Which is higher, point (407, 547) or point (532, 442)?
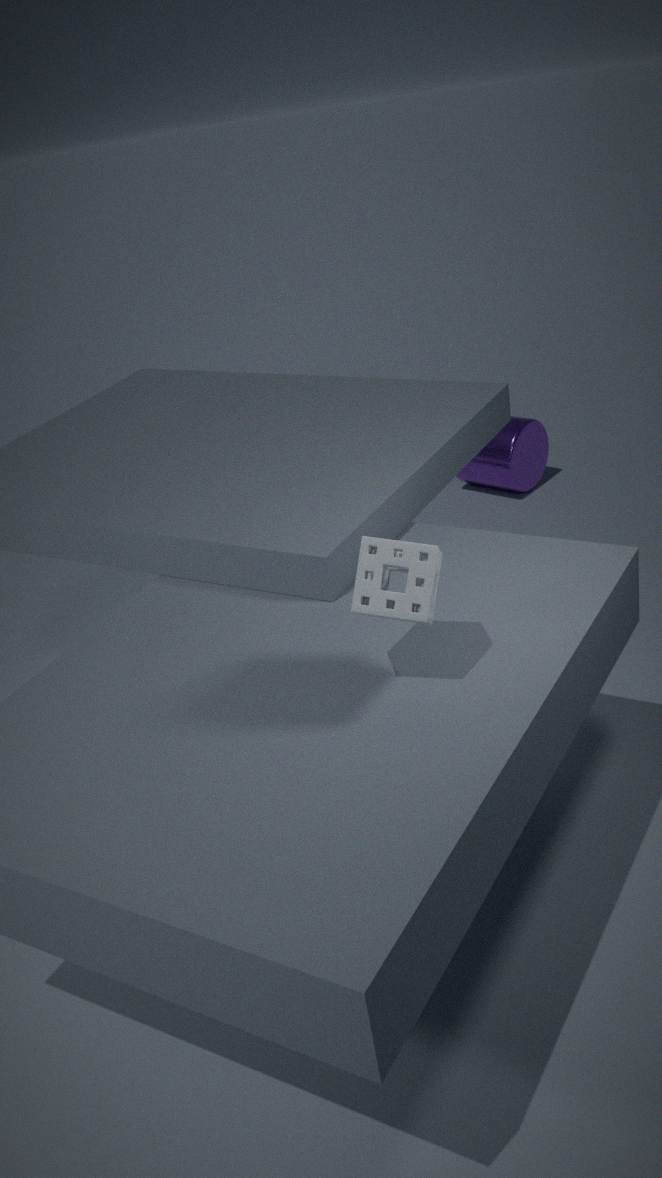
point (407, 547)
